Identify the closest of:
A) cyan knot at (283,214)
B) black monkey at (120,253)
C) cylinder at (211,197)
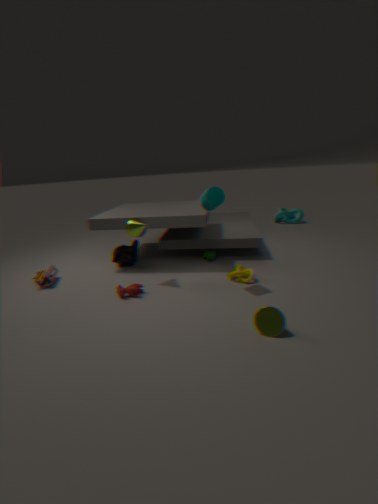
cylinder at (211,197)
